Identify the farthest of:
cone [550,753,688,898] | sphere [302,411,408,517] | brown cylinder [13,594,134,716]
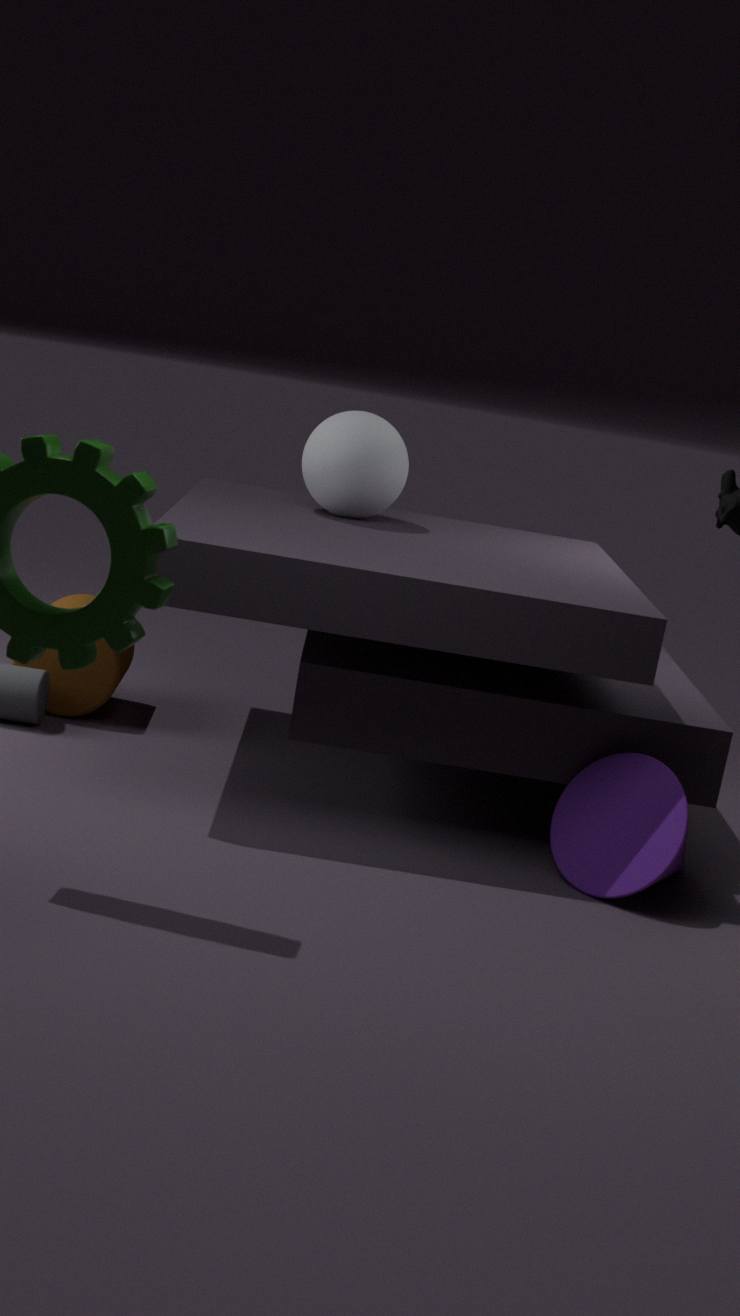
brown cylinder [13,594,134,716]
